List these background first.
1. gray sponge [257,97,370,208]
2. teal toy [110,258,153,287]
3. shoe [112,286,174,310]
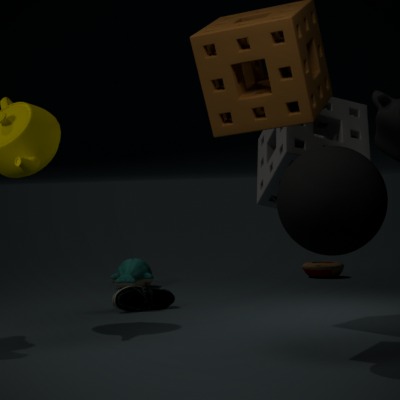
teal toy [110,258,153,287] < shoe [112,286,174,310] < gray sponge [257,97,370,208]
